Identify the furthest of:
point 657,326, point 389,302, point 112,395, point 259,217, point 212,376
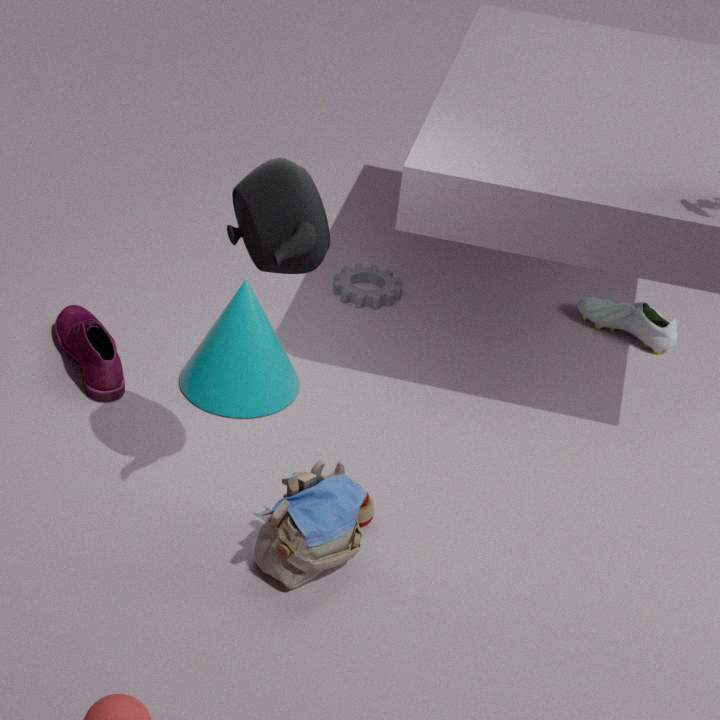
point 389,302
